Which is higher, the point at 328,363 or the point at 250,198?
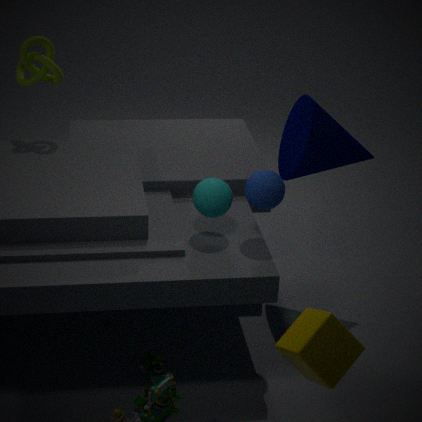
the point at 250,198
